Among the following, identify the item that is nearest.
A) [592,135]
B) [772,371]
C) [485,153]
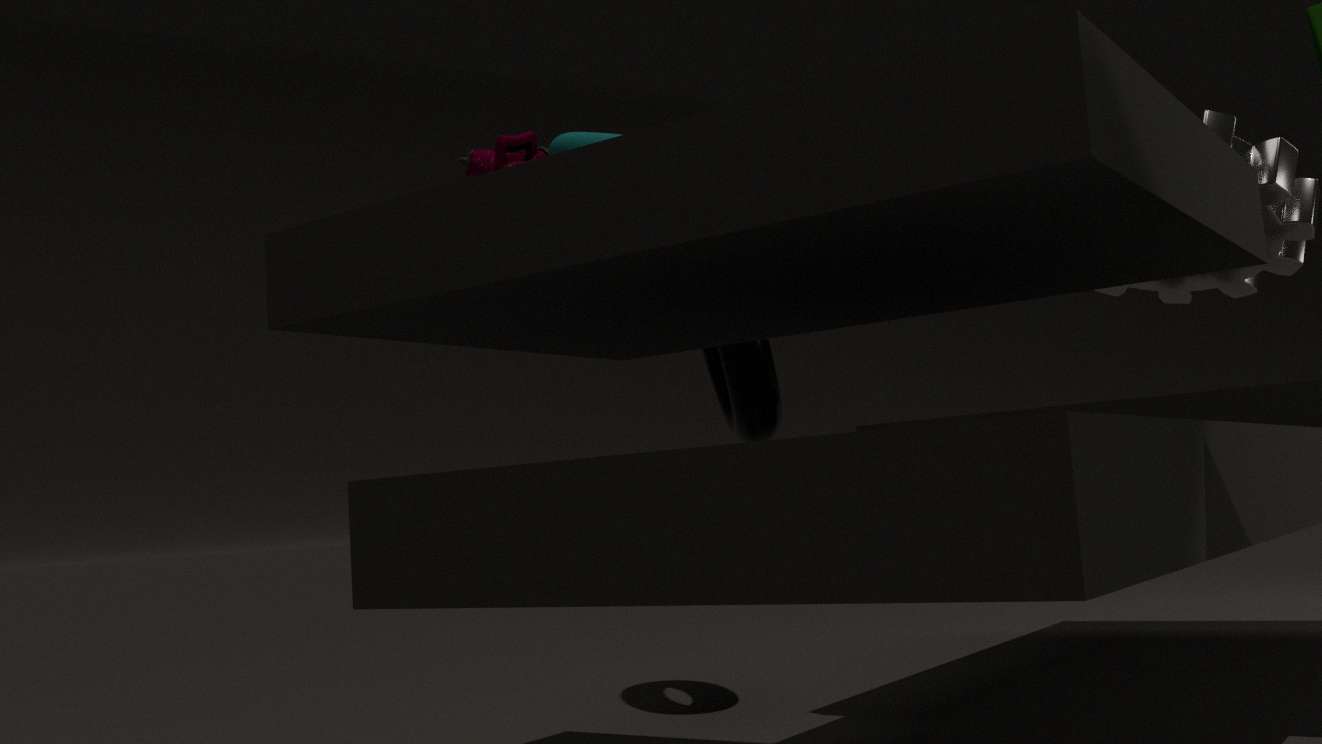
[592,135]
